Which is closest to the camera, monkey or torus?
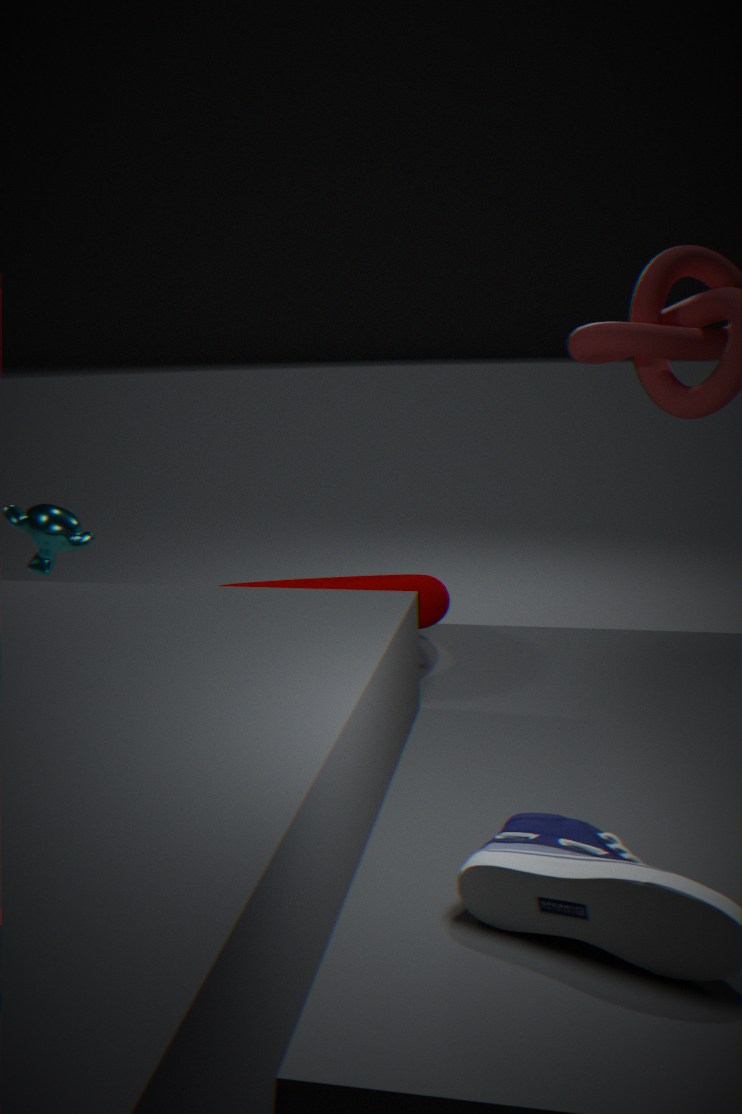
torus
